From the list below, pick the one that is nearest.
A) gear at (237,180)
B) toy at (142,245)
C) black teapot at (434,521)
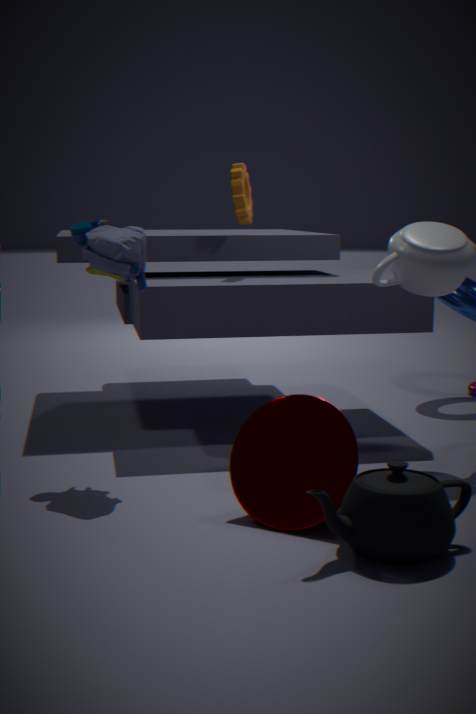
black teapot at (434,521)
